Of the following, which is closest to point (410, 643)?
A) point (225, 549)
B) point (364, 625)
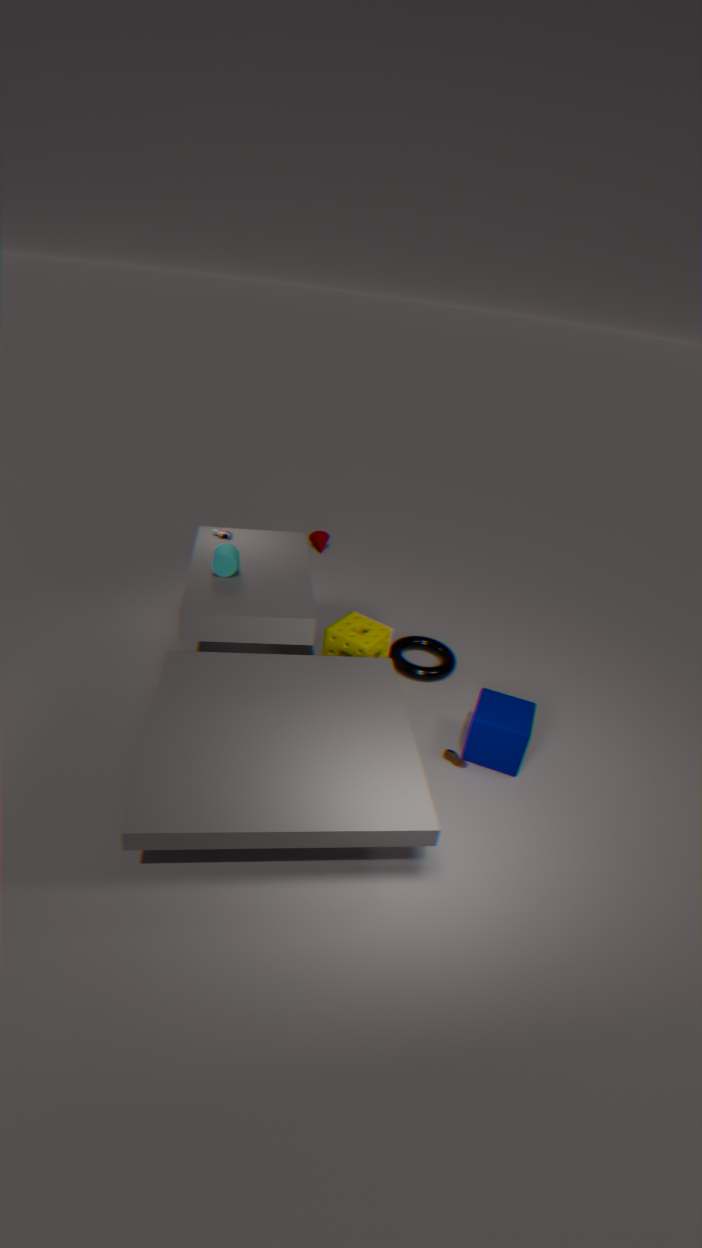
point (364, 625)
